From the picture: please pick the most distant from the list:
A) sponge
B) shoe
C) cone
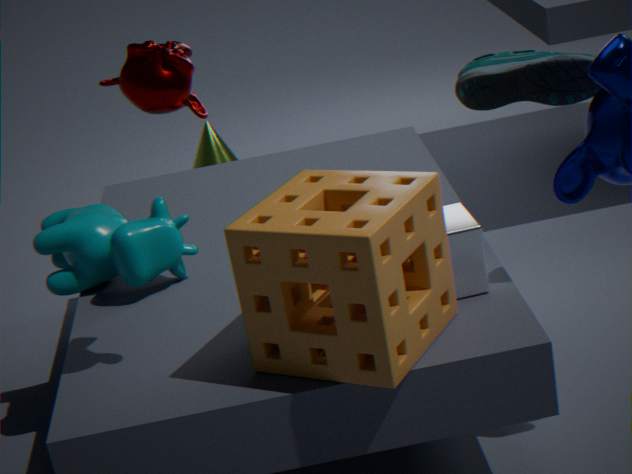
cone
